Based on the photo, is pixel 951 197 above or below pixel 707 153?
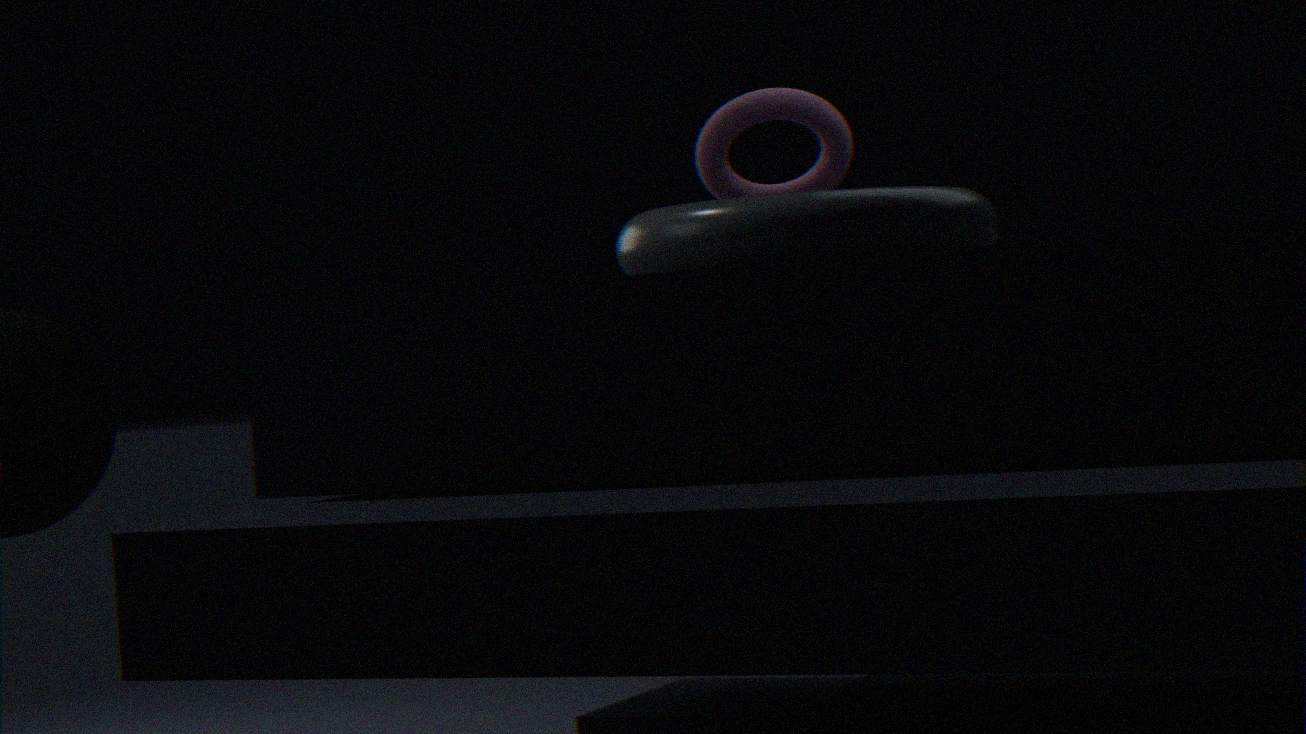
below
